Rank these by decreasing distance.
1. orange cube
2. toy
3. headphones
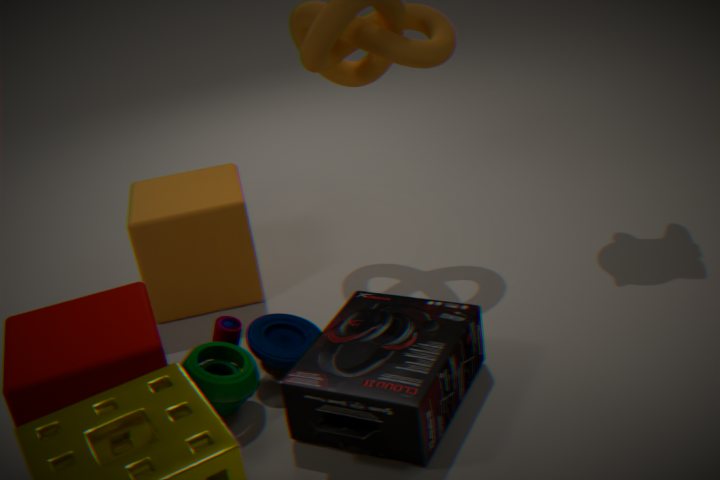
1. orange cube
2. toy
3. headphones
